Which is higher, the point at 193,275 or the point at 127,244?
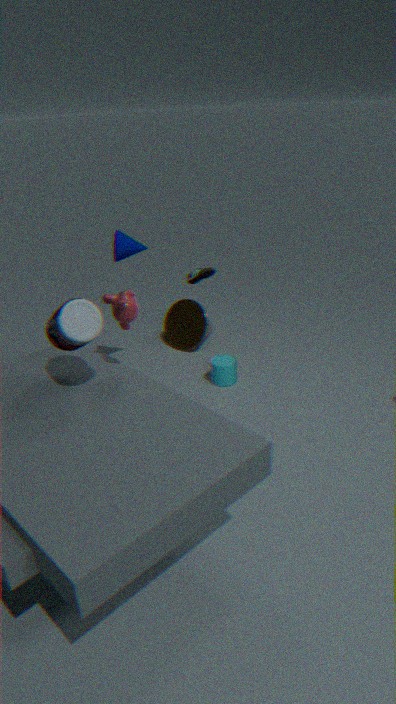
the point at 127,244
